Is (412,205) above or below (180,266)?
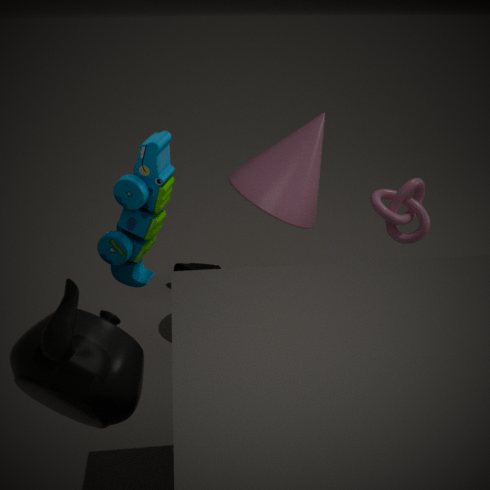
above
